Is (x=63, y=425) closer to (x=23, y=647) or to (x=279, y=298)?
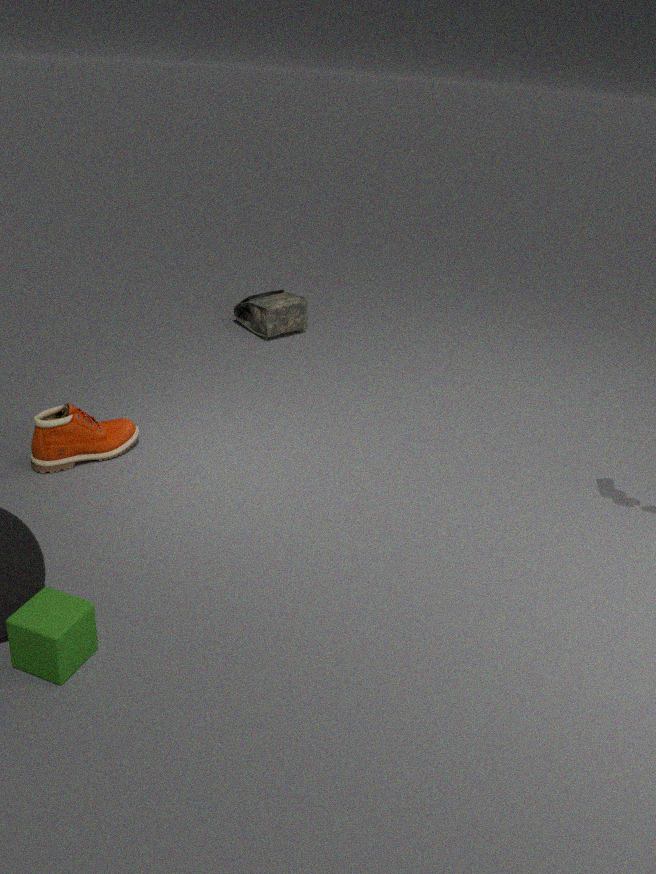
(x=23, y=647)
